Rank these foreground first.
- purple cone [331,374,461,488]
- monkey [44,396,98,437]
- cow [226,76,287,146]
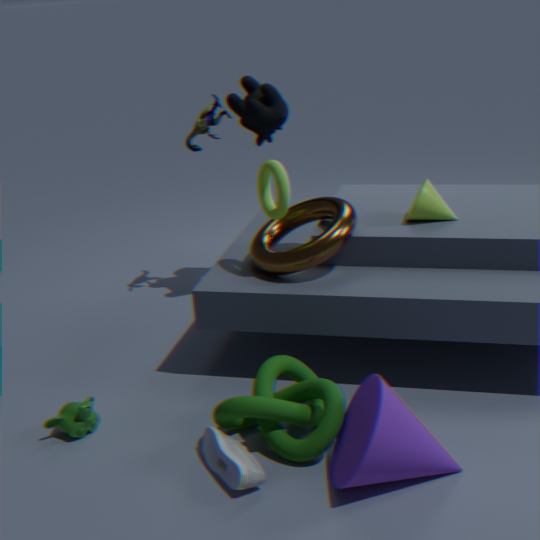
purple cone [331,374,461,488]
monkey [44,396,98,437]
cow [226,76,287,146]
